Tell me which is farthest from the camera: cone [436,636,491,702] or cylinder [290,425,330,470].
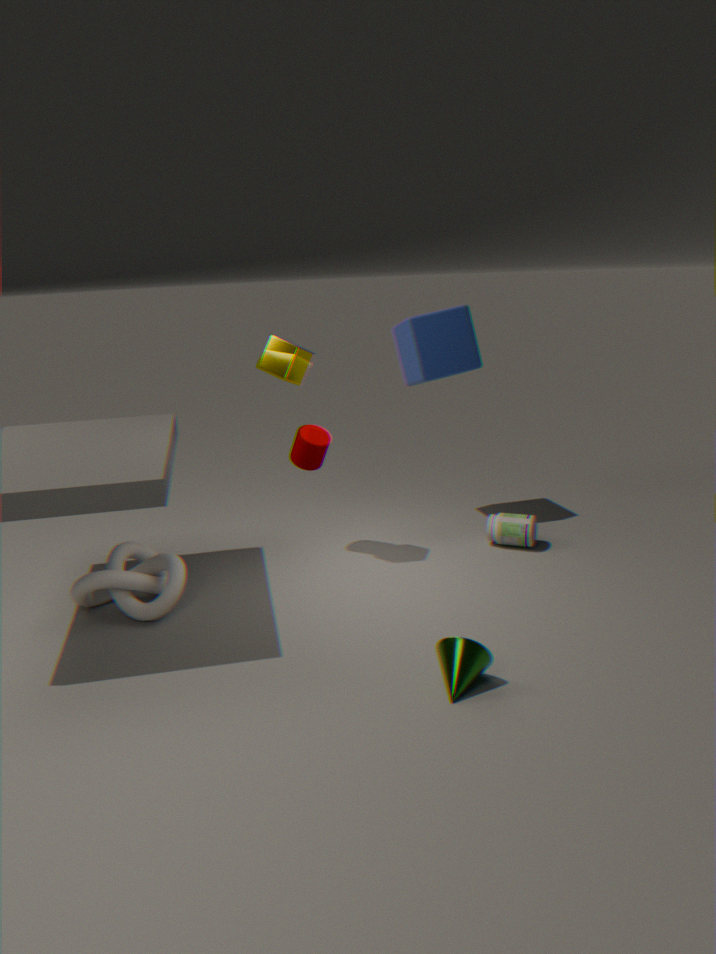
cylinder [290,425,330,470]
